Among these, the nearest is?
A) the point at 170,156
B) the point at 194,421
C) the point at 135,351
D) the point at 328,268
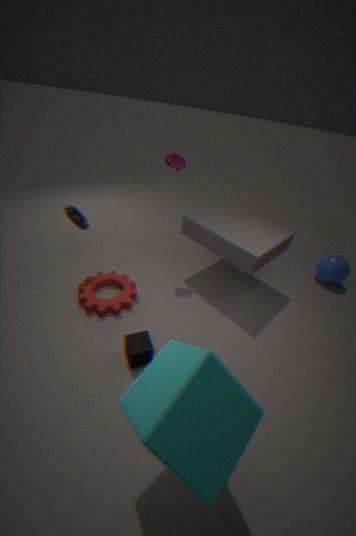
the point at 194,421
